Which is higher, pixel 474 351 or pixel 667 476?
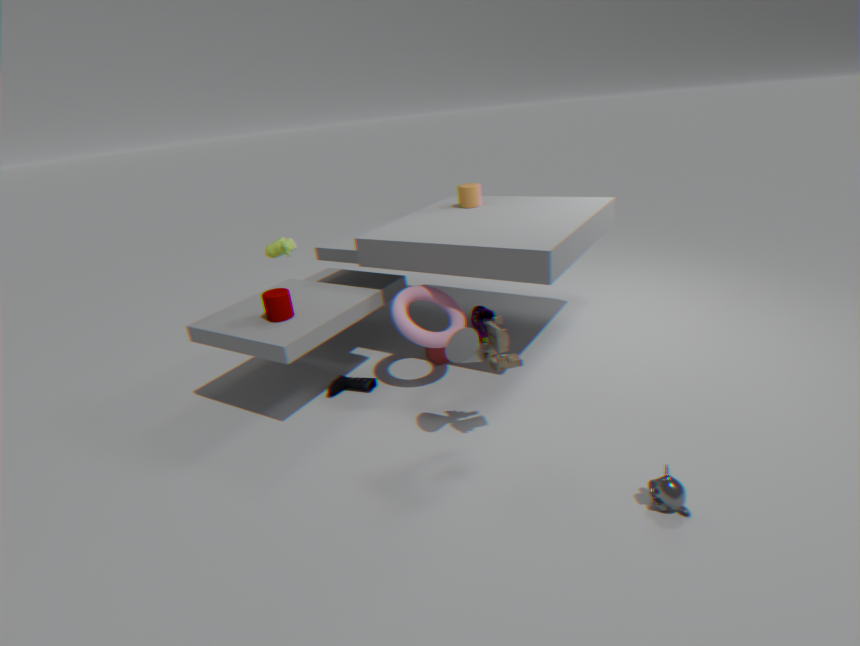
pixel 474 351
